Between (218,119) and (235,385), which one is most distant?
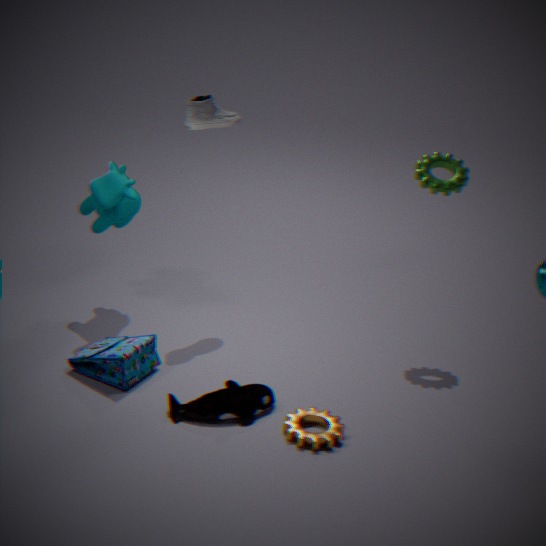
(218,119)
